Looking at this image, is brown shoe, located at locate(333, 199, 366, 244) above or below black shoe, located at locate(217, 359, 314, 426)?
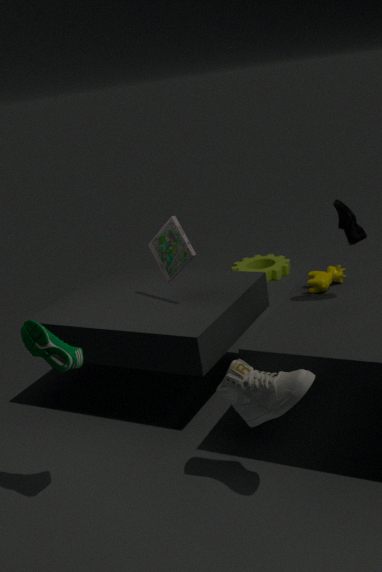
above
